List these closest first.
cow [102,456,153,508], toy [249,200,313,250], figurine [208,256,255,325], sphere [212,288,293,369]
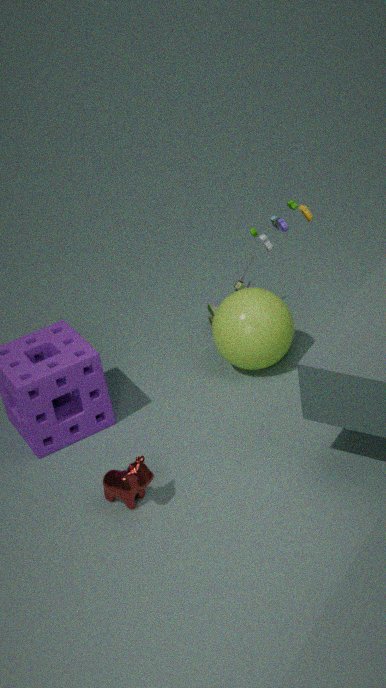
cow [102,456,153,508]
toy [249,200,313,250]
sphere [212,288,293,369]
figurine [208,256,255,325]
